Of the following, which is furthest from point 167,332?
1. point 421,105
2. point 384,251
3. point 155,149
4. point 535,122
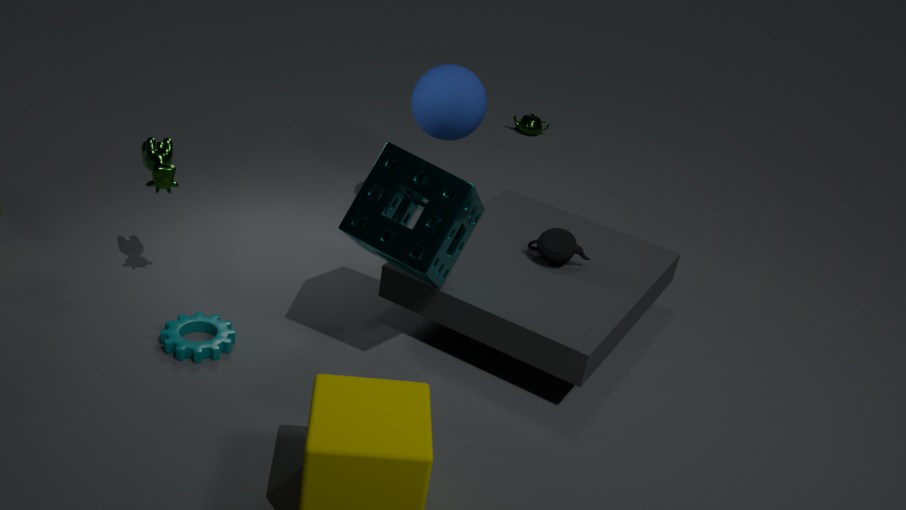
point 535,122
